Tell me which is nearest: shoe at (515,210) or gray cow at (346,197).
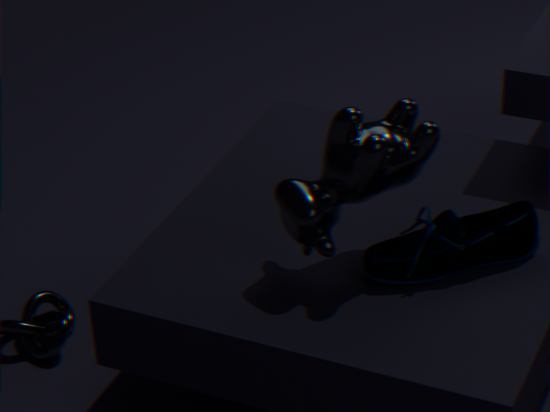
gray cow at (346,197)
